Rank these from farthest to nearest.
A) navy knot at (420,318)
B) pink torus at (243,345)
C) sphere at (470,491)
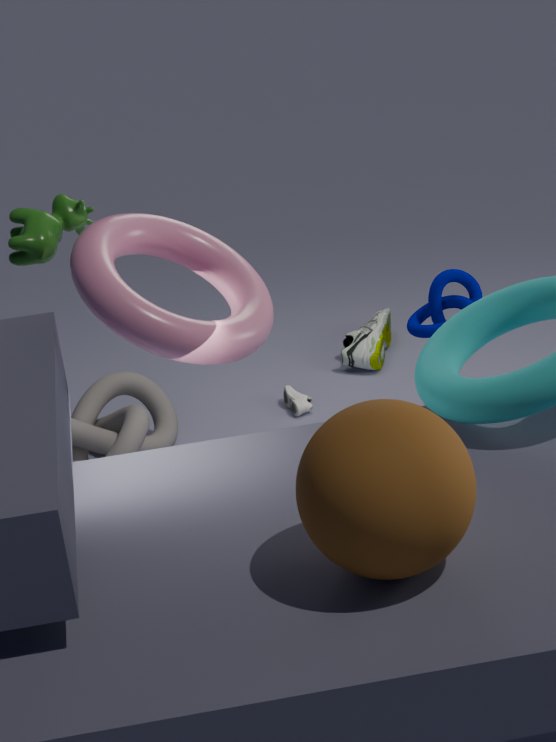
navy knot at (420,318) → pink torus at (243,345) → sphere at (470,491)
